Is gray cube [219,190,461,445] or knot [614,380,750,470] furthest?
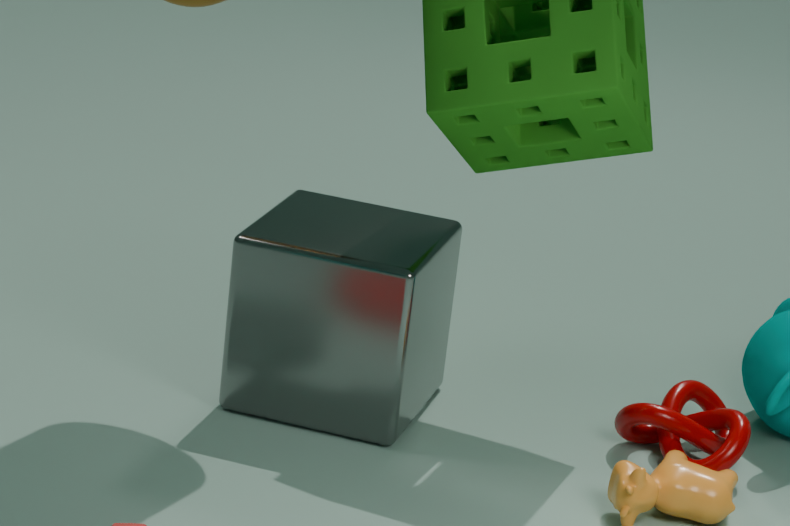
knot [614,380,750,470]
